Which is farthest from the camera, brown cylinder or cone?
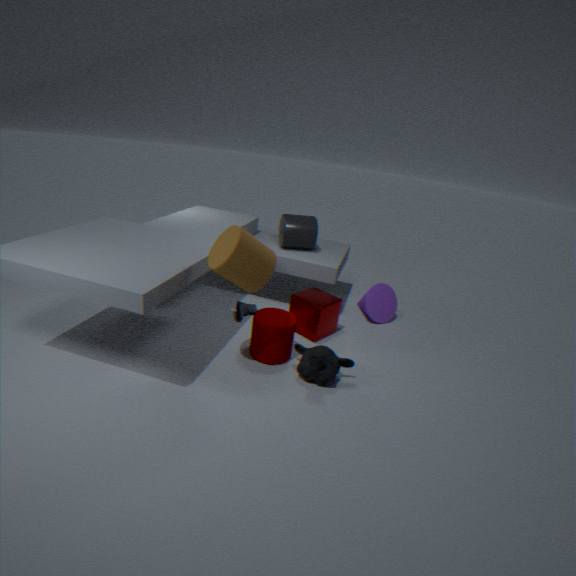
cone
